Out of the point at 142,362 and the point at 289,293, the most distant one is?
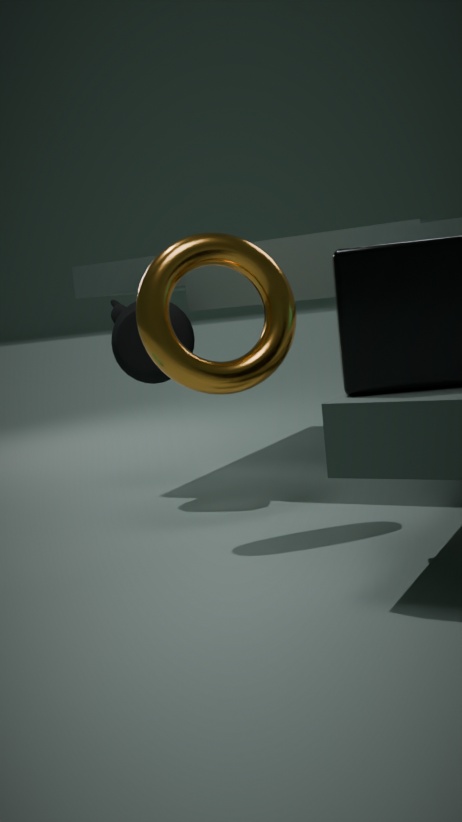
the point at 142,362
